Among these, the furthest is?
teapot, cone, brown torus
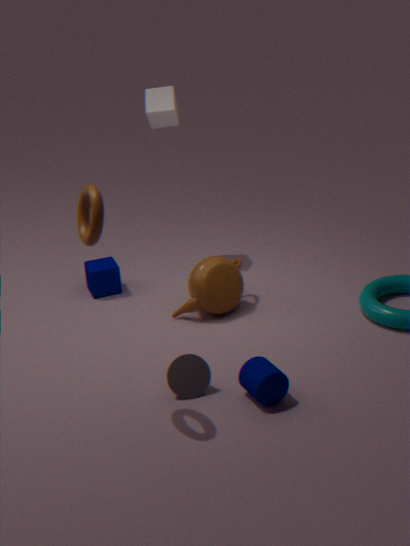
teapot
